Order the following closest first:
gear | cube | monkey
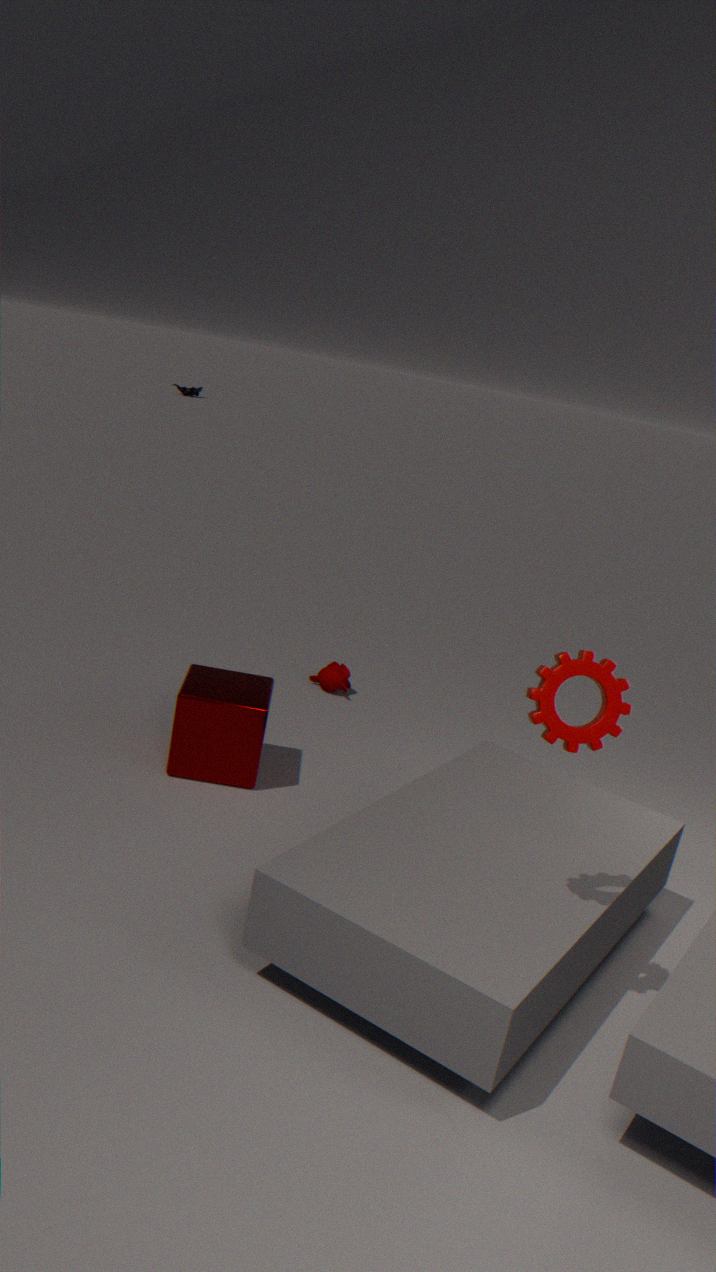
gear < cube < monkey
